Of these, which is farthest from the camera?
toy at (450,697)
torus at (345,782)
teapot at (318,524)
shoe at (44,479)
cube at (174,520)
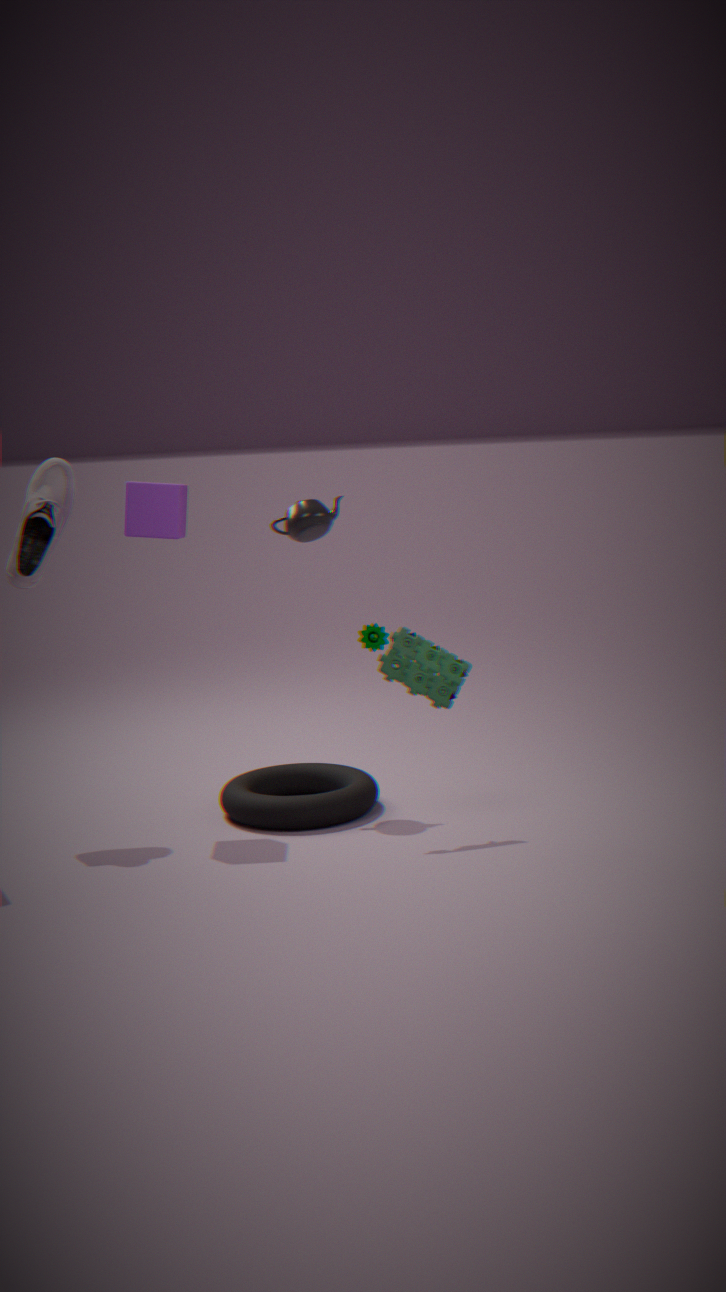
teapot at (318,524)
